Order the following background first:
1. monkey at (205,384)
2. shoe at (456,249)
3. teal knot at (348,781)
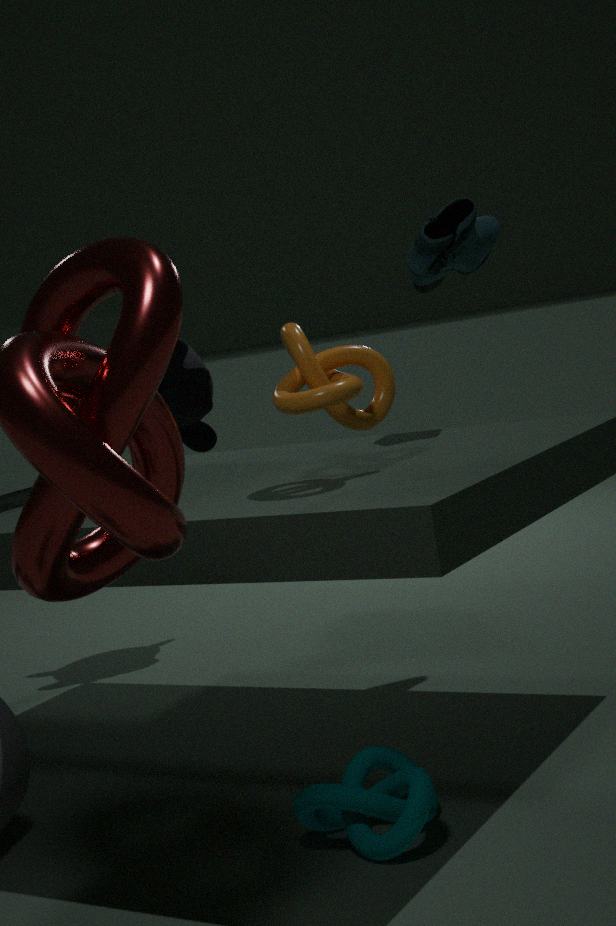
monkey at (205,384)
shoe at (456,249)
teal knot at (348,781)
